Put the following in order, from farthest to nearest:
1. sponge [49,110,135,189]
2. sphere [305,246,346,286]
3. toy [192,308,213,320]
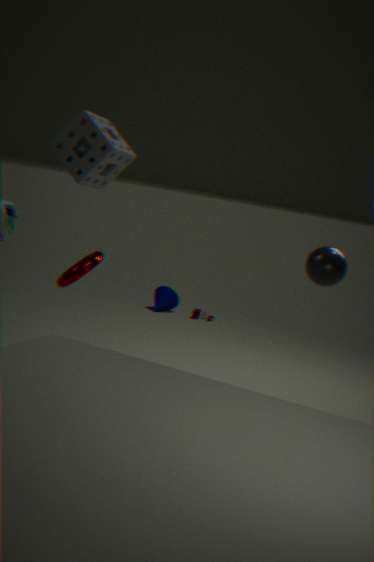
toy [192,308,213,320], sphere [305,246,346,286], sponge [49,110,135,189]
